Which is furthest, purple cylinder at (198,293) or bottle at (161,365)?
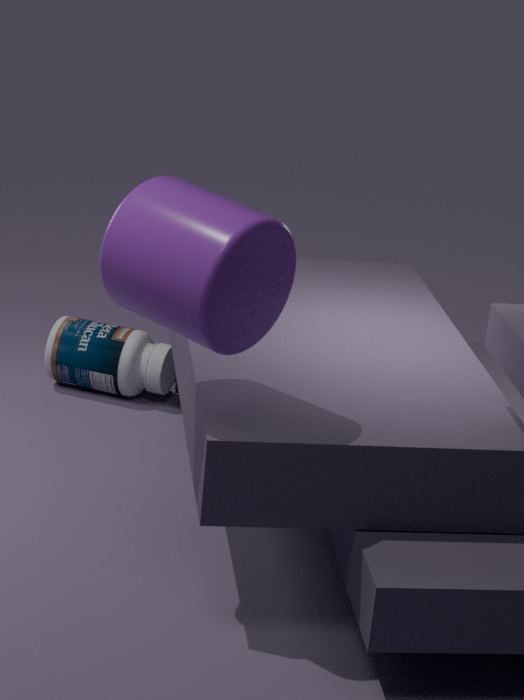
bottle at (161,365)
